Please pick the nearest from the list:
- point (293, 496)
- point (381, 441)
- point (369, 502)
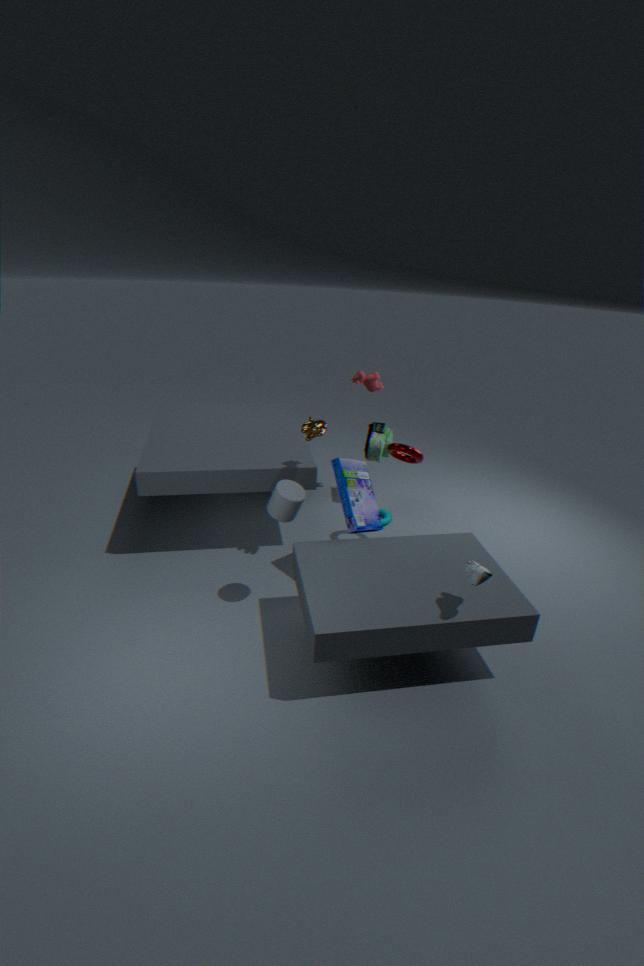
point (293, 496)
